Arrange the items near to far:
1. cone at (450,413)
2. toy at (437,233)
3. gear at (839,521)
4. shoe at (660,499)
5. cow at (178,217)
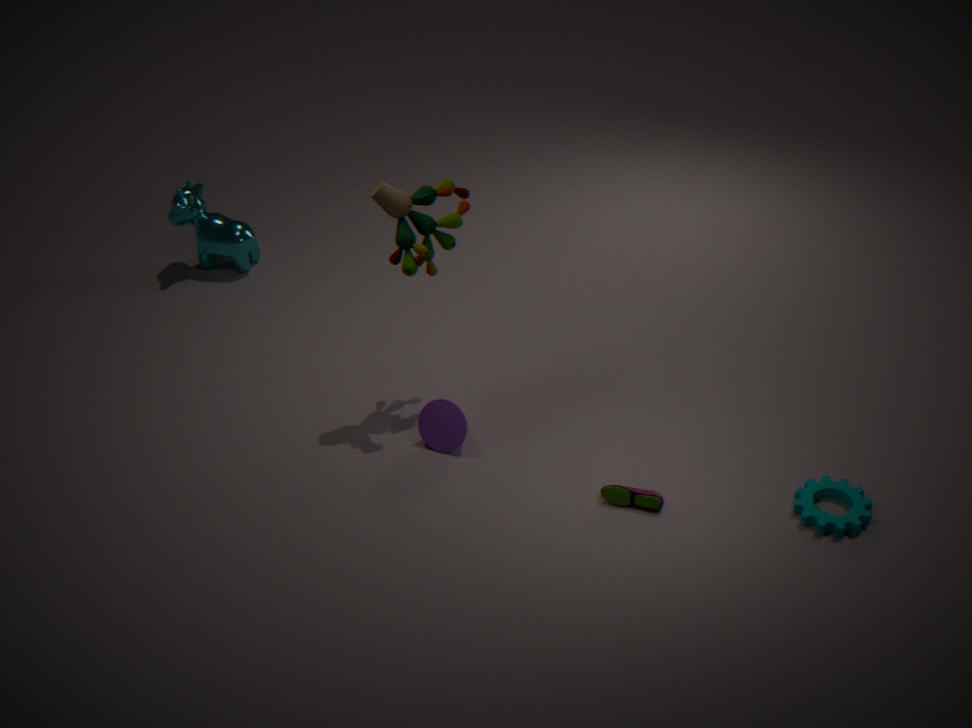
1. gear at (839,521)
2. shoe at (660,499)
3. toy at (437,233)
4. cone at (450,413)
5. cow at (178,217)
